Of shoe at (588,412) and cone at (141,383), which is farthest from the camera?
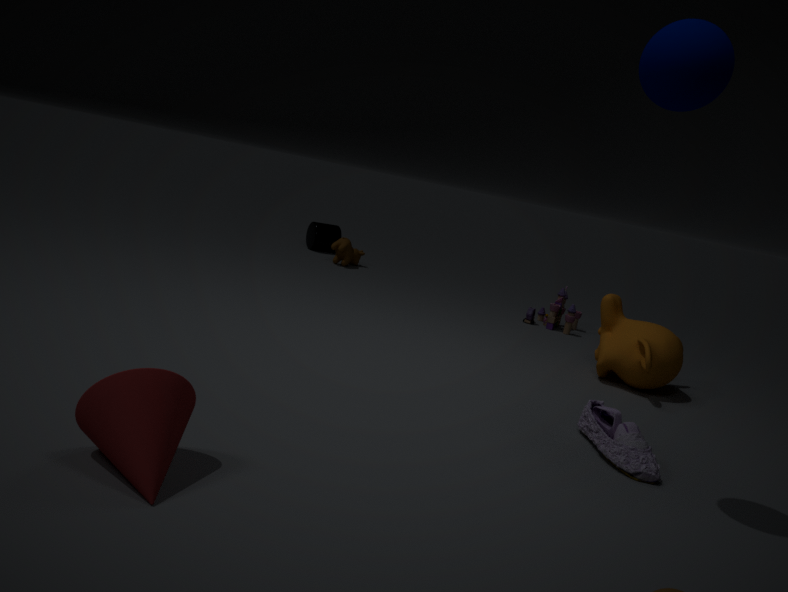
shoe at (588,412)
